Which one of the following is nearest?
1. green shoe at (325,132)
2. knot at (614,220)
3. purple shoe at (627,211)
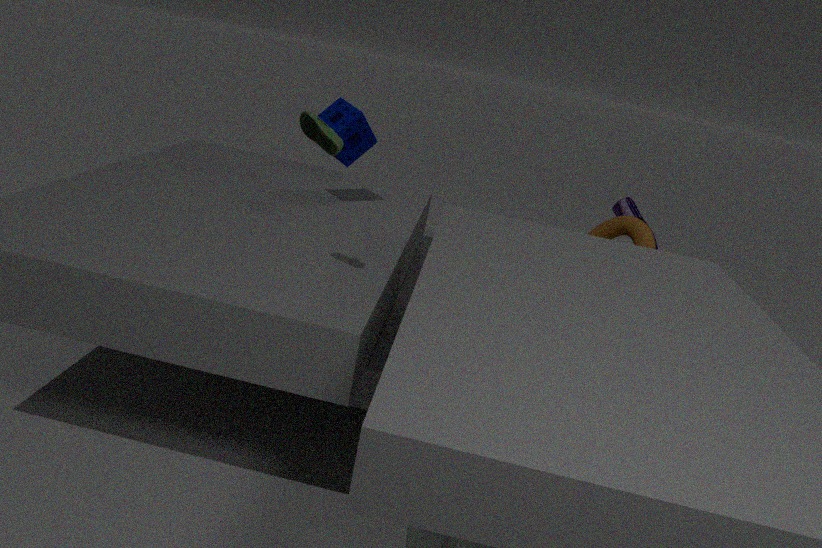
green shoe at (325,132)
